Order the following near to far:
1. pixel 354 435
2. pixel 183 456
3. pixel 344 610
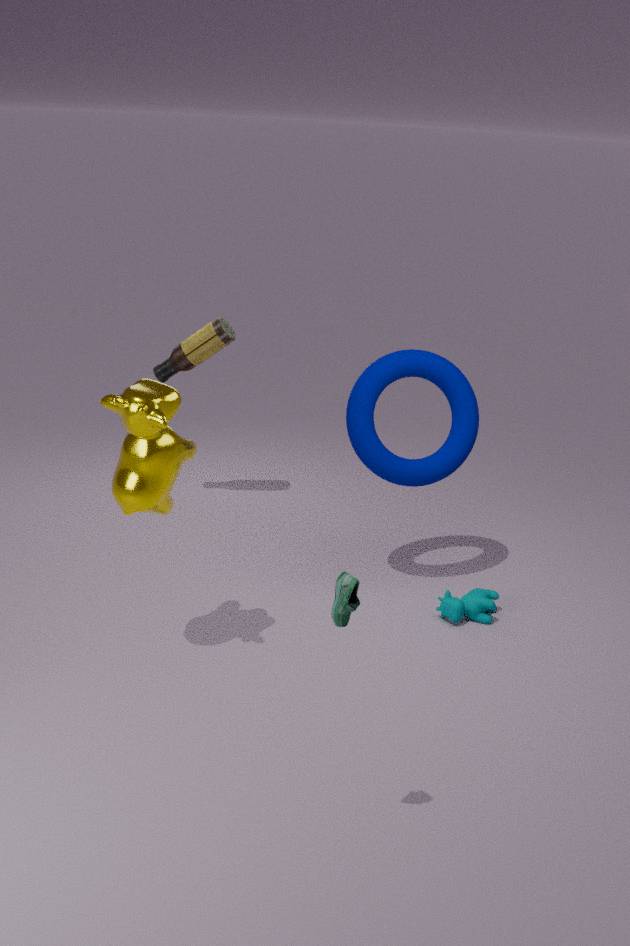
1. pixel 344 610
2. pixel 183 456
3. pixel 354 435
